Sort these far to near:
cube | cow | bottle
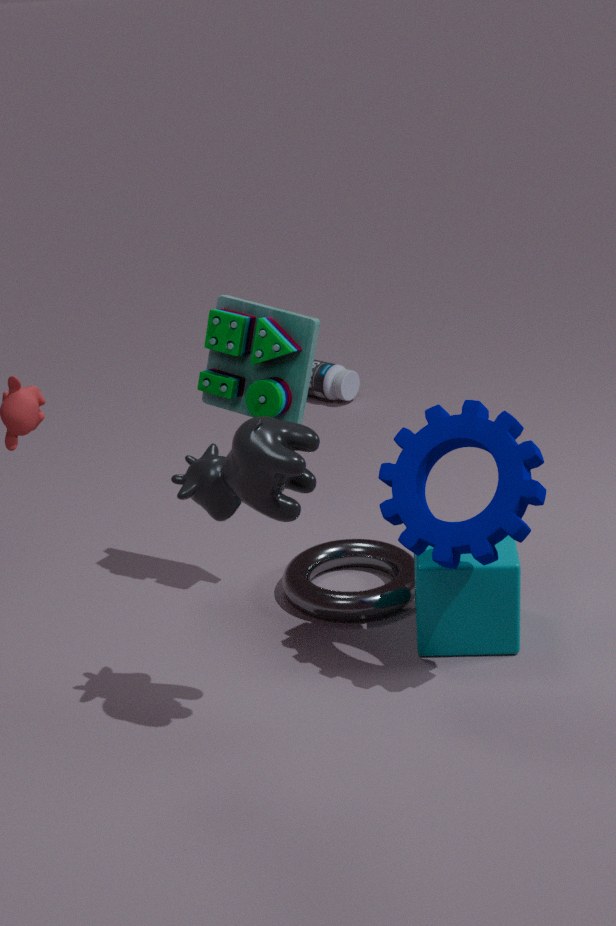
bottle, cube, cow
